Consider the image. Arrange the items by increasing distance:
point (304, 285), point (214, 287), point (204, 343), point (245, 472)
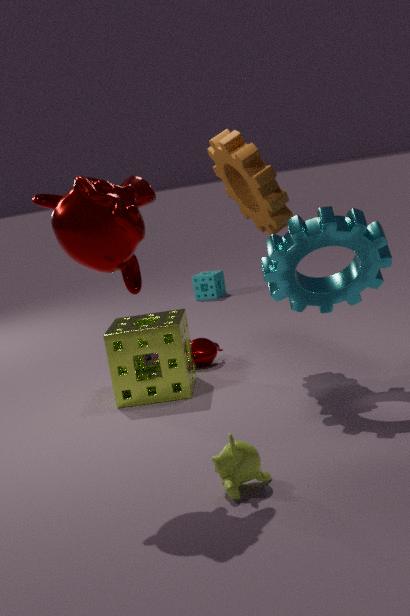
1. point (245, 472)
2. point (304, 285)
3. point (204, 343)
4. point (214, 287)
